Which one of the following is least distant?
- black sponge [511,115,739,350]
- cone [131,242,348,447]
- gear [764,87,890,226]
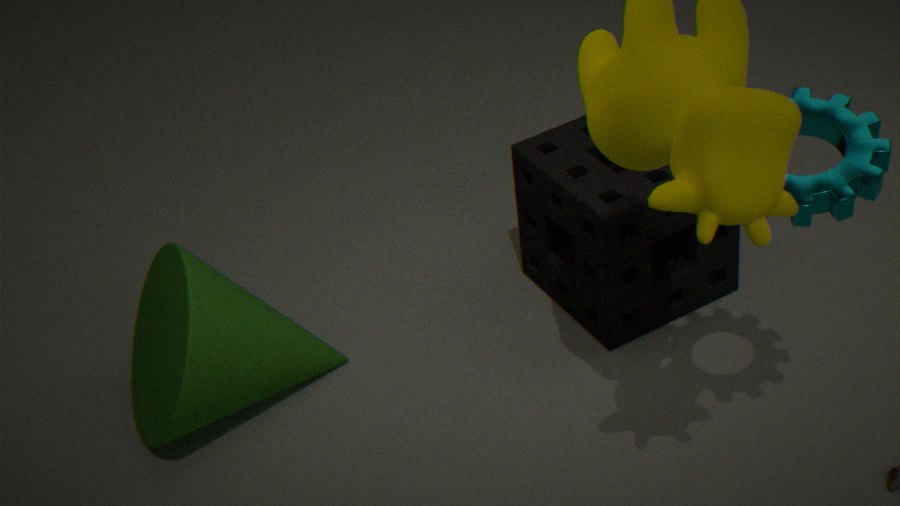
gear [764,87,890,226]
